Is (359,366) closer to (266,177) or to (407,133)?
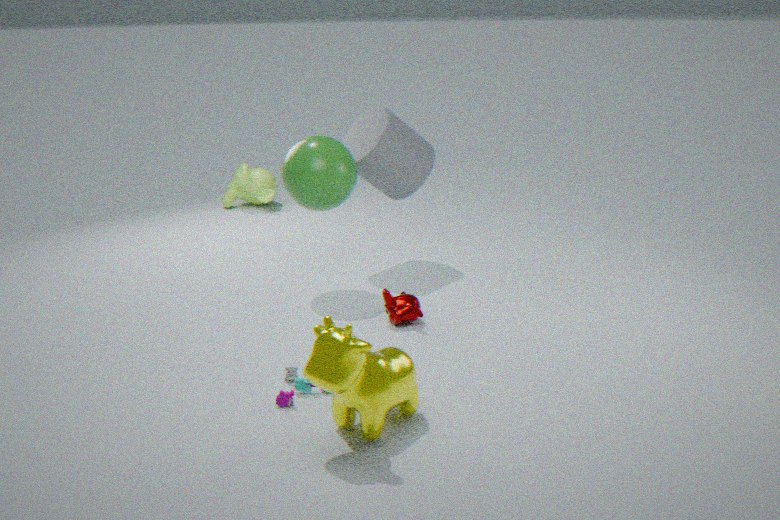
(407,133)
